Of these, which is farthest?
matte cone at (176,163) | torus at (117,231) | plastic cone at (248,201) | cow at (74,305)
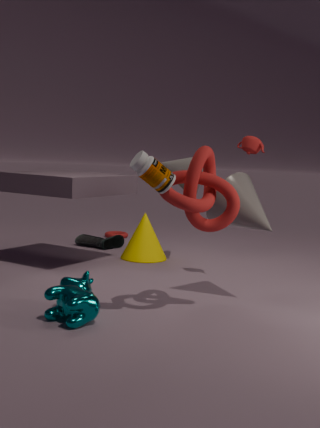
torus at (117,231)
